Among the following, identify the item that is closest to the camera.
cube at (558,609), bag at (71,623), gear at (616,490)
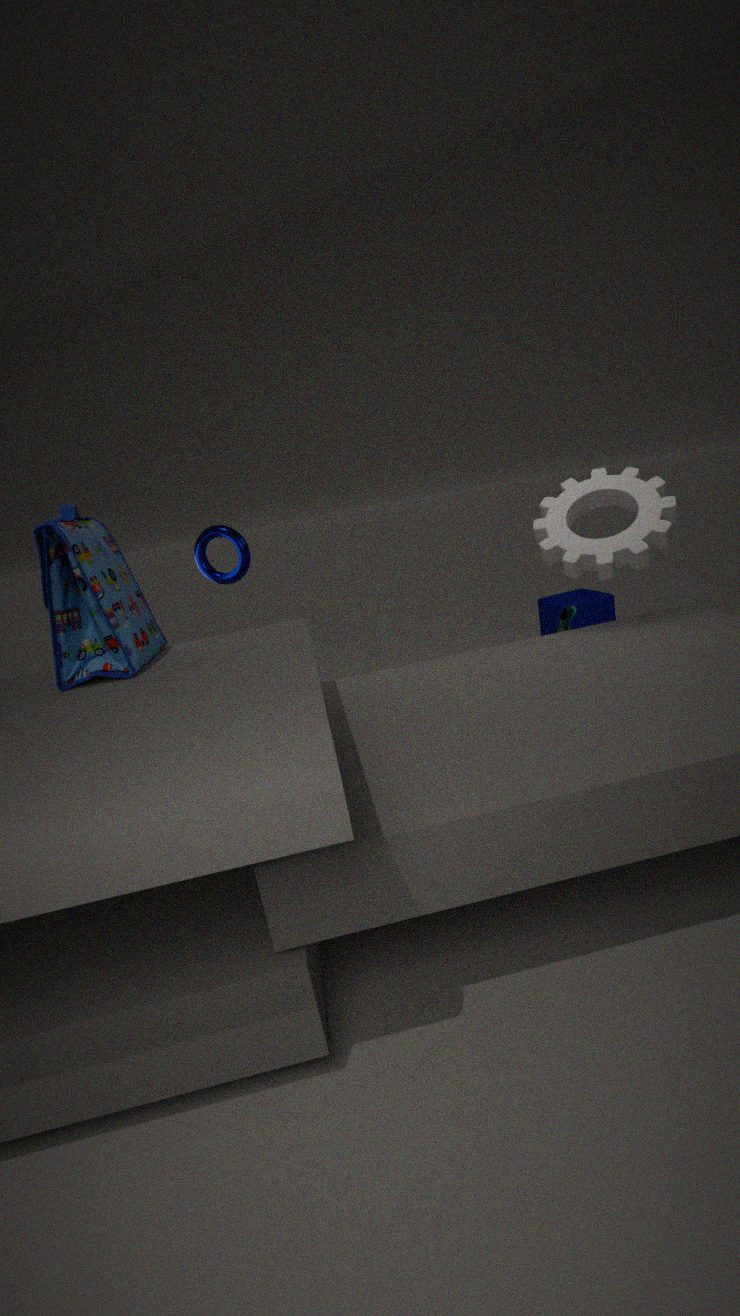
bag at (71,623)
